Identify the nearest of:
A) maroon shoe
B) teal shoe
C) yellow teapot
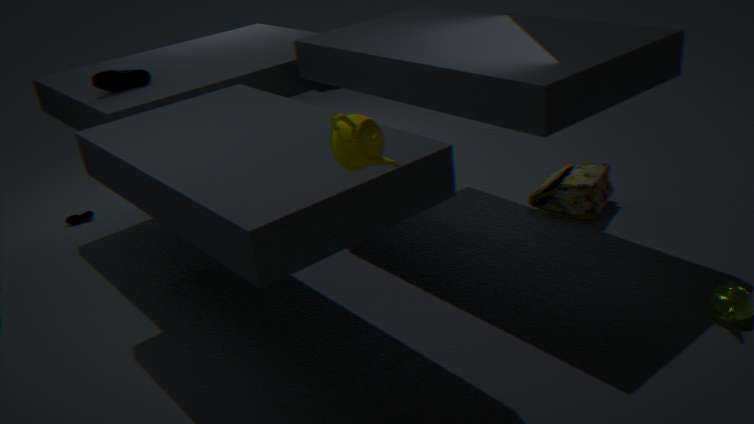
yellow teapot
